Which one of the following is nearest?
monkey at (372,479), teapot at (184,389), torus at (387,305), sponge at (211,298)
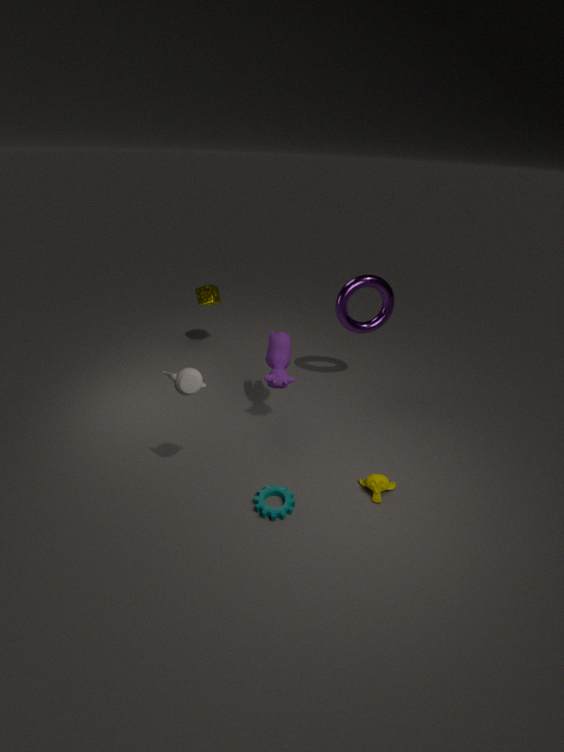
teapot at (184,389)
